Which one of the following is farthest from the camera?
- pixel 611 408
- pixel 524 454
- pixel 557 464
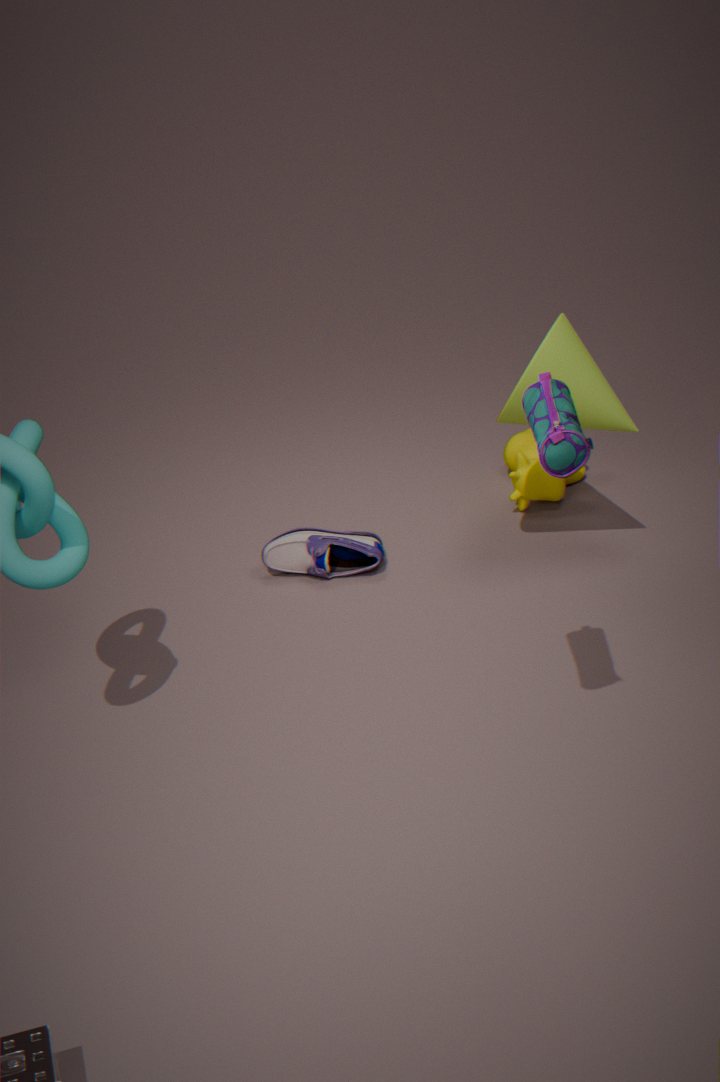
pixel 524 454
